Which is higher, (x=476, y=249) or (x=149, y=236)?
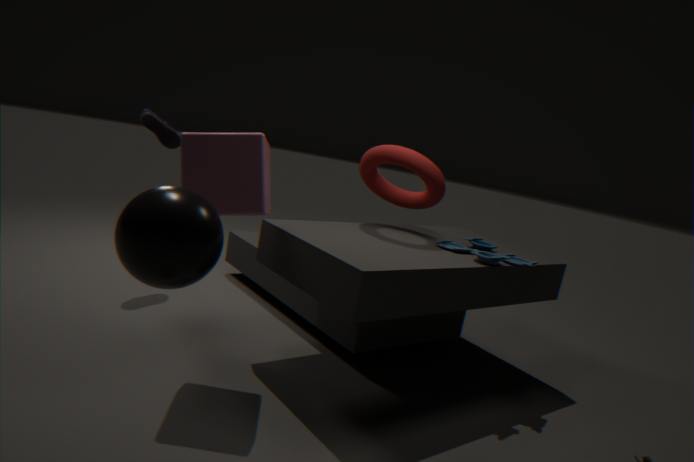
(x=149, y=236)
